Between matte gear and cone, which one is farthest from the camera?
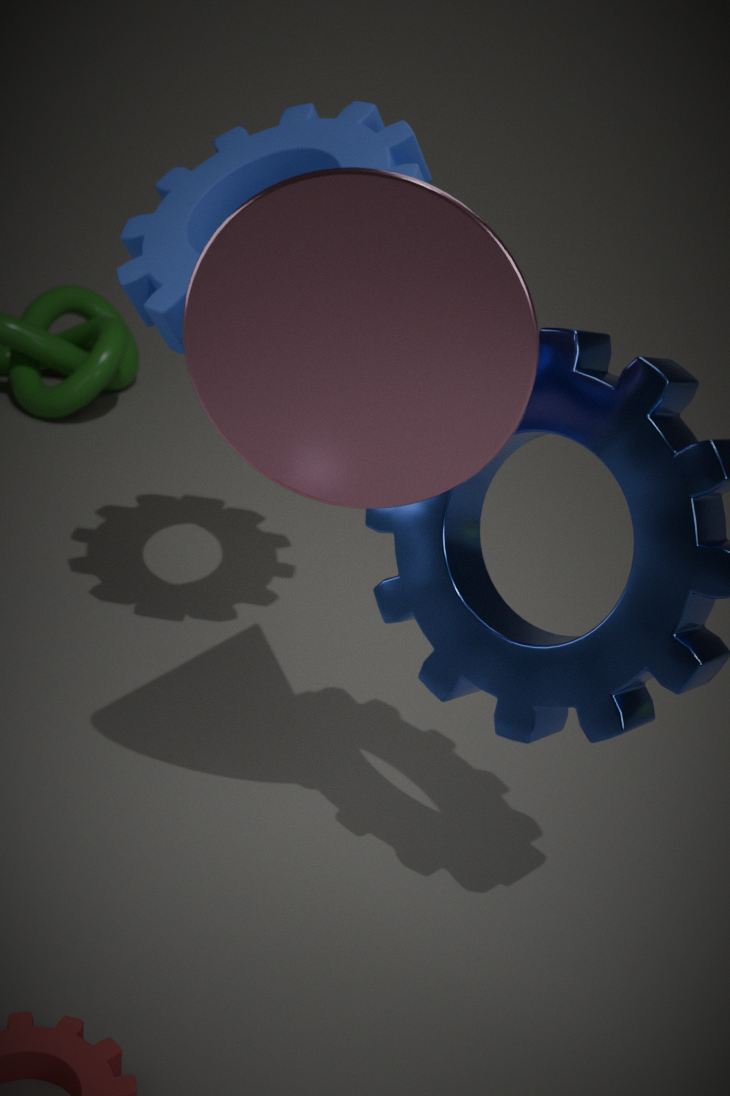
matte gear
